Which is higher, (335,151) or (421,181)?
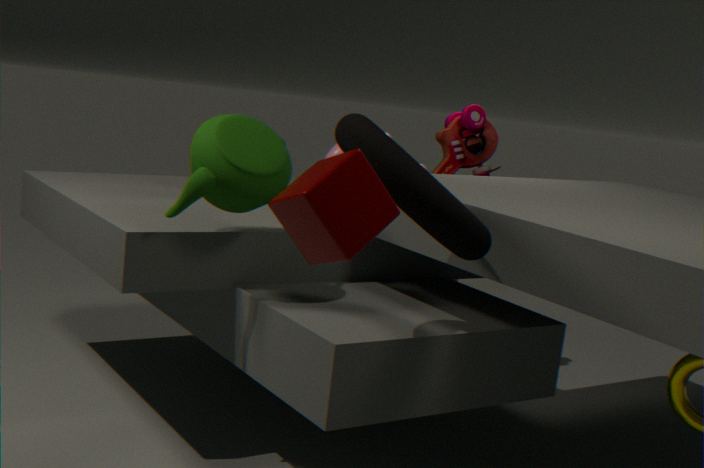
(421,181)
